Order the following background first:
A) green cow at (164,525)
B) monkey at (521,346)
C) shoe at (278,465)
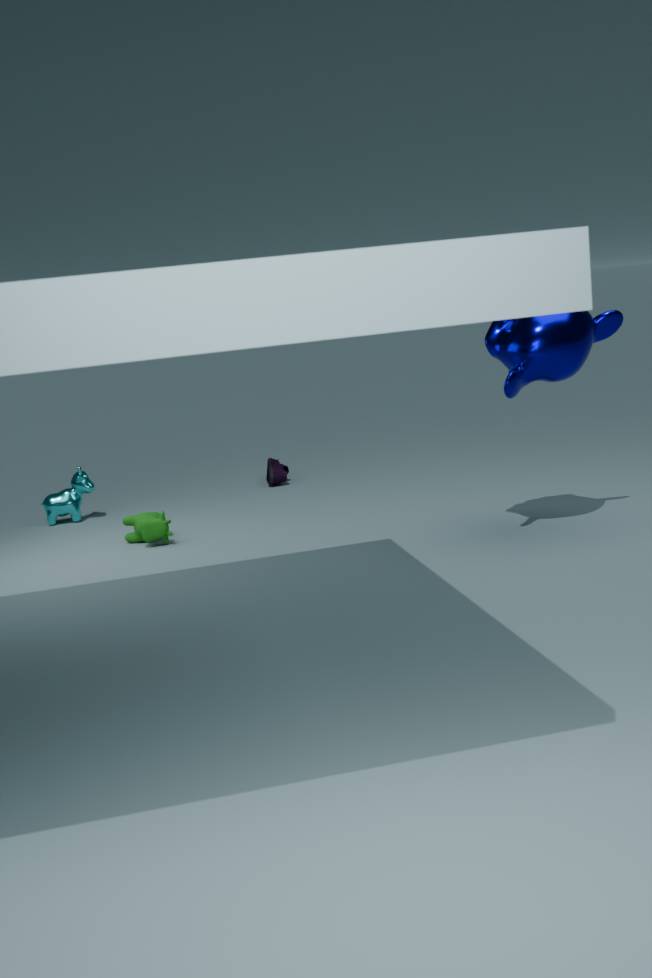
shoe at (278,465) → green cow at (164,525) → monkey at (521,346)
